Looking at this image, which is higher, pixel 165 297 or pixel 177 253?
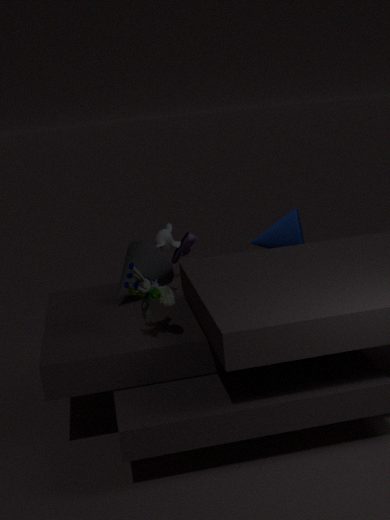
pixel 165 297
